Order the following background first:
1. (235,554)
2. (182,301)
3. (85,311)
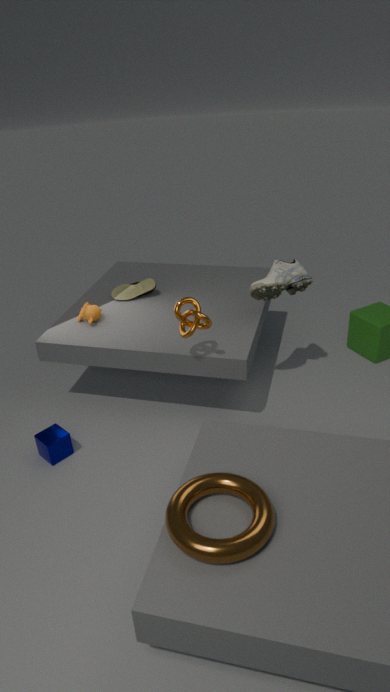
(85,311)
(182,301)
(235,554)
